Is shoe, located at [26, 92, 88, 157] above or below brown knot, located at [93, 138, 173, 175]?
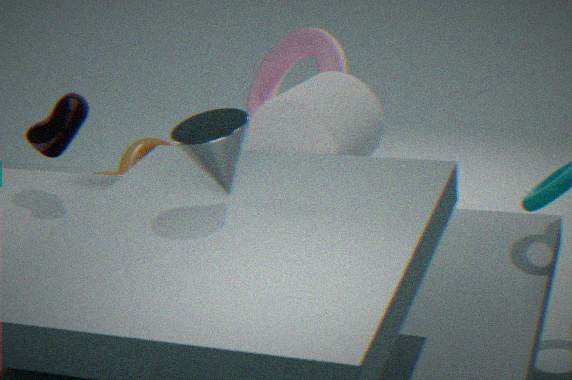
above
